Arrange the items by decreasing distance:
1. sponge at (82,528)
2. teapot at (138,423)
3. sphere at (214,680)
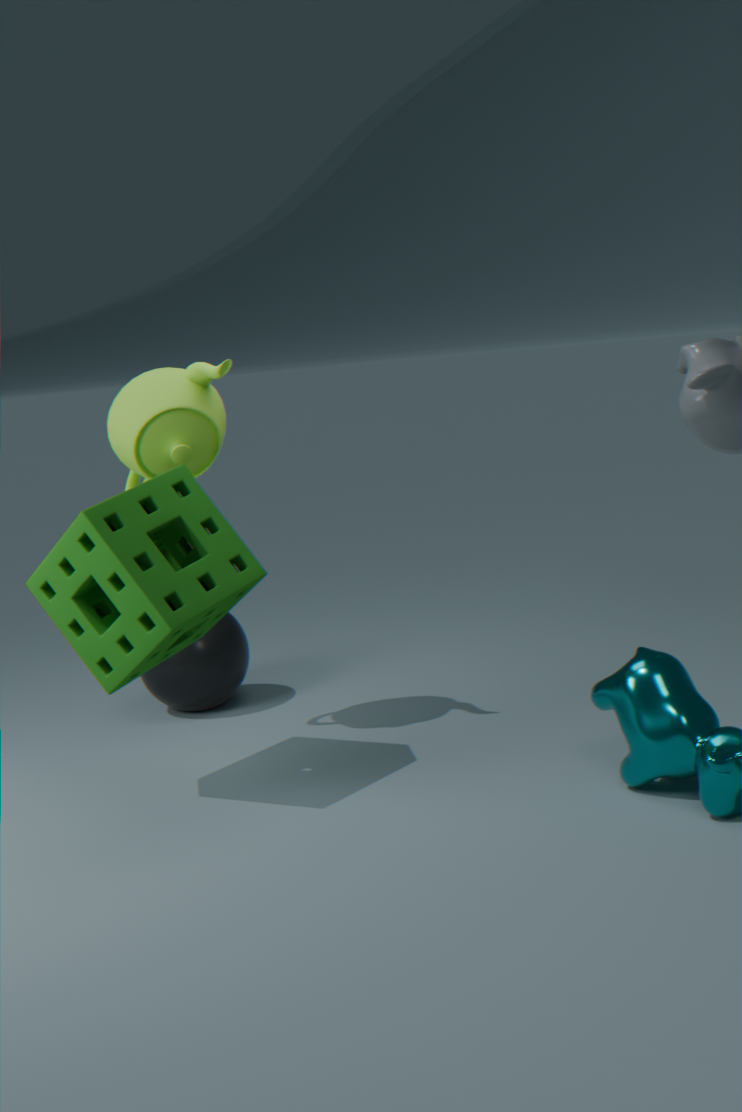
sphere at (214,680), teapot at (138,423), sponge at (82,528)
